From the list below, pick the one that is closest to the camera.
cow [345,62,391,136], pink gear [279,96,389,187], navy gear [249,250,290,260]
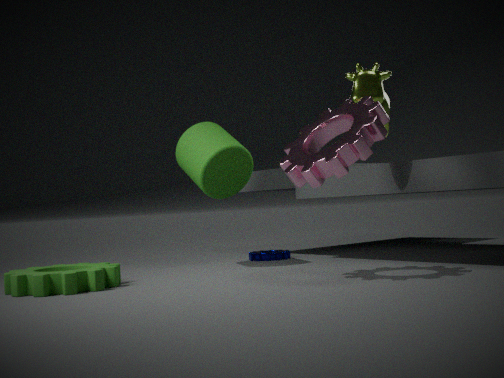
pink gear [279,96,389,187]
